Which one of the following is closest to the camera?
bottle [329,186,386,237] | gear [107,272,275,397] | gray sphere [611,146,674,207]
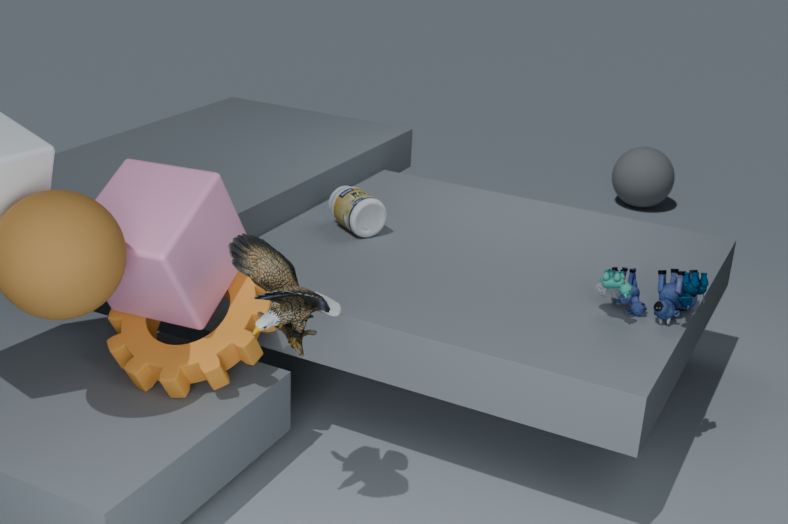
gear [107,272,275,397]
